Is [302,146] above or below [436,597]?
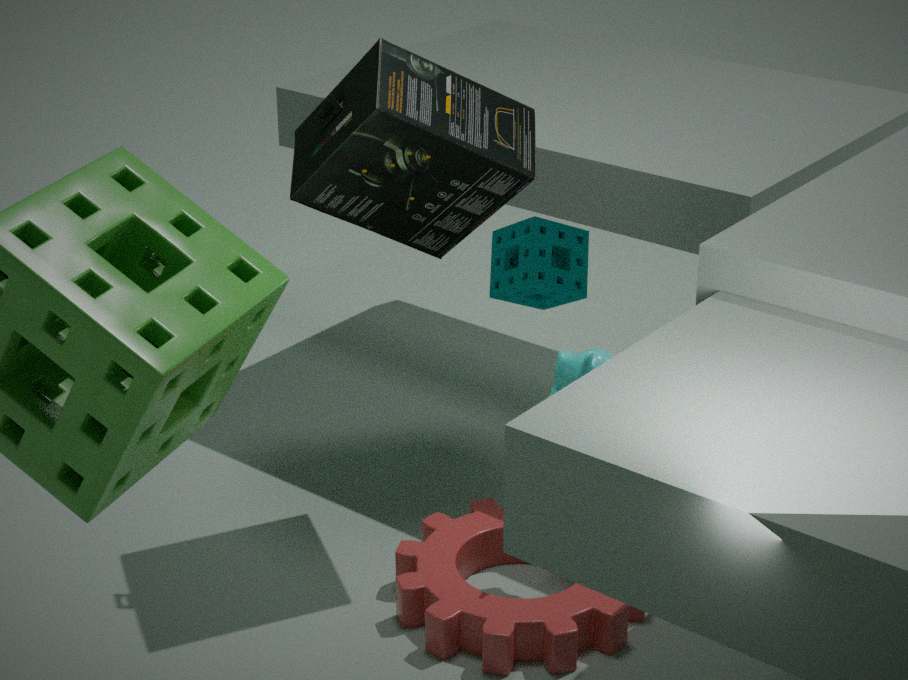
above
